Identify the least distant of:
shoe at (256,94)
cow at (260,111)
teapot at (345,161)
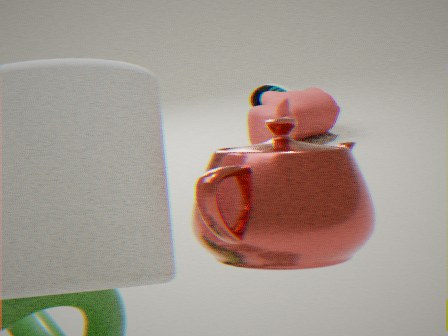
teapot at (345,161)
